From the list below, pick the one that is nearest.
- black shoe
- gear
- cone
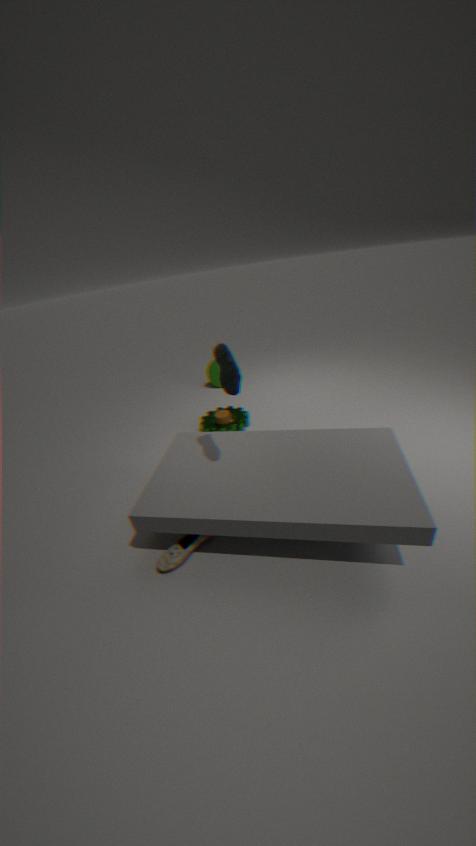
black shoe
